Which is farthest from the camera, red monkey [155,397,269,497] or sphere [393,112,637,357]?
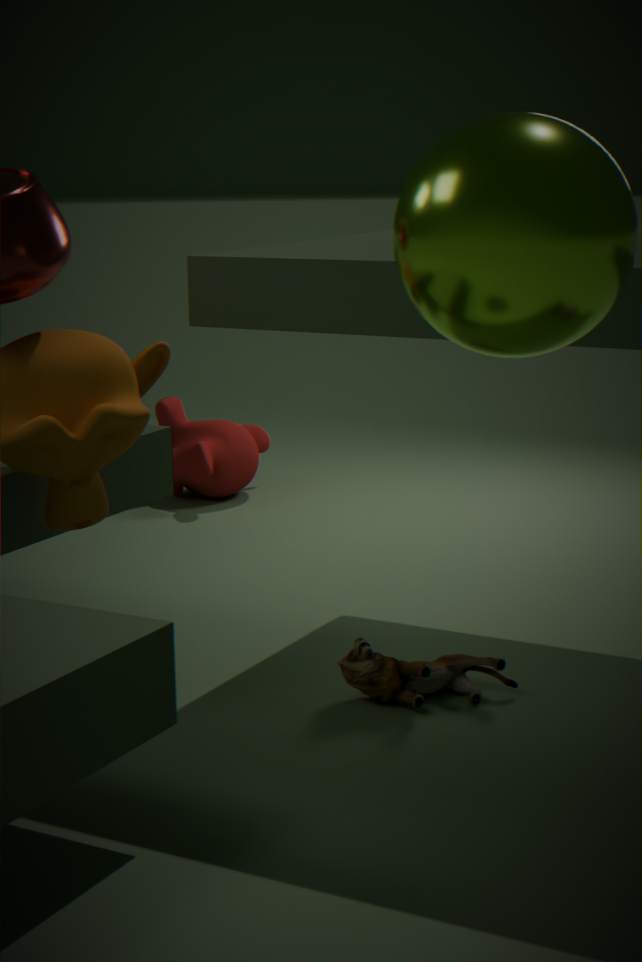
red monkey [155,397,269,497]
